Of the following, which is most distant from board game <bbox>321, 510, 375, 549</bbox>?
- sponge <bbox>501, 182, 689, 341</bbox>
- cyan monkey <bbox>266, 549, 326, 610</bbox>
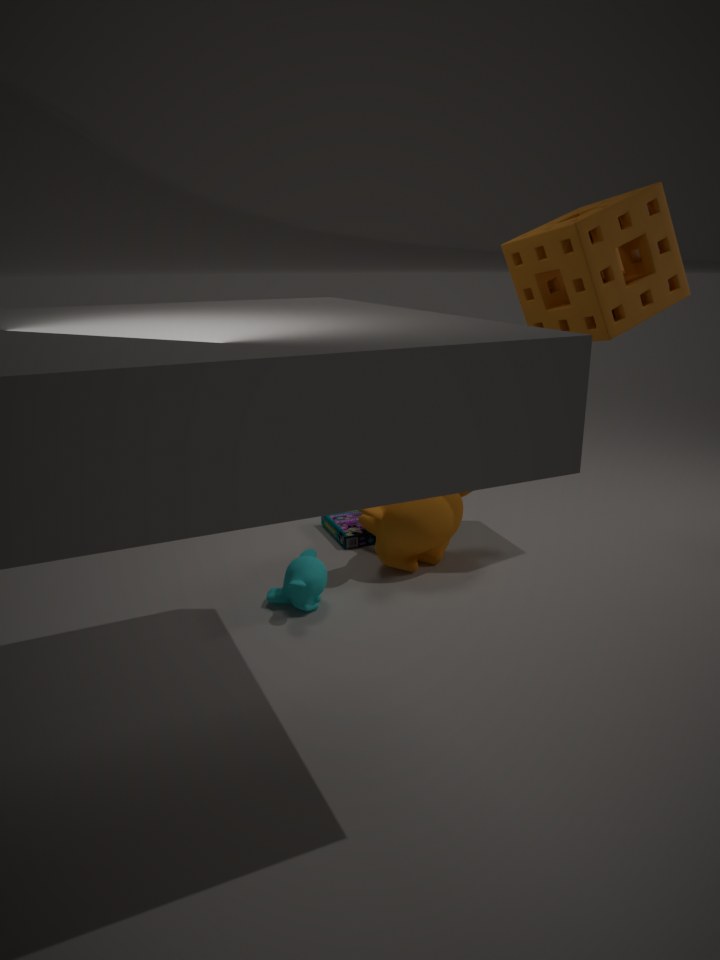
sponge <bbox>501, 182, 689, 341</bbox>
